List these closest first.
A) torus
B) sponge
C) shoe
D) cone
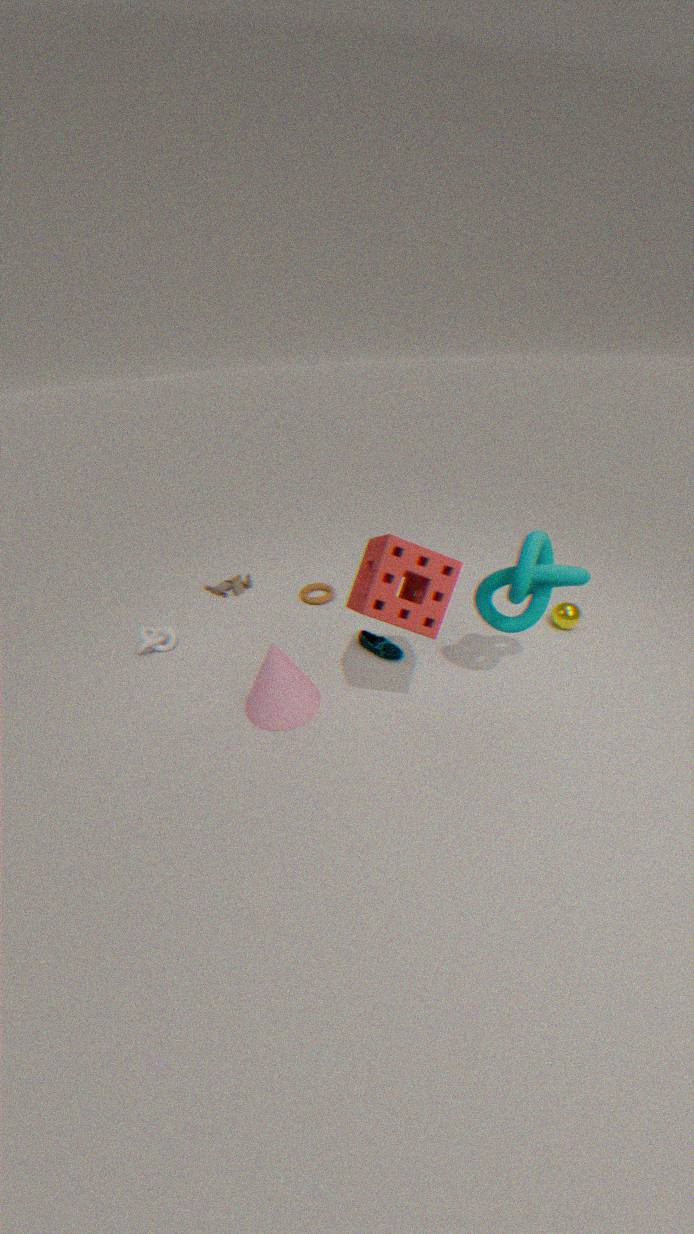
1. sponge
2. cone
3. shoe
4. torus
